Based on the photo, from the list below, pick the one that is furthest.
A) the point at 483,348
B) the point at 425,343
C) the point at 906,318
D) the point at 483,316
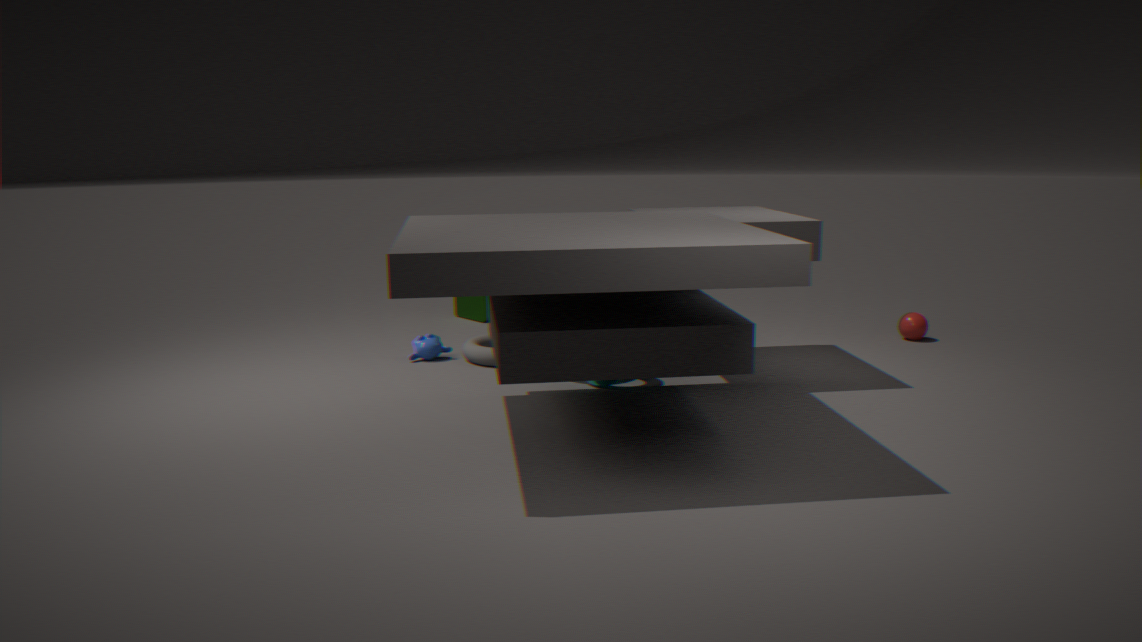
the point at 483,316
